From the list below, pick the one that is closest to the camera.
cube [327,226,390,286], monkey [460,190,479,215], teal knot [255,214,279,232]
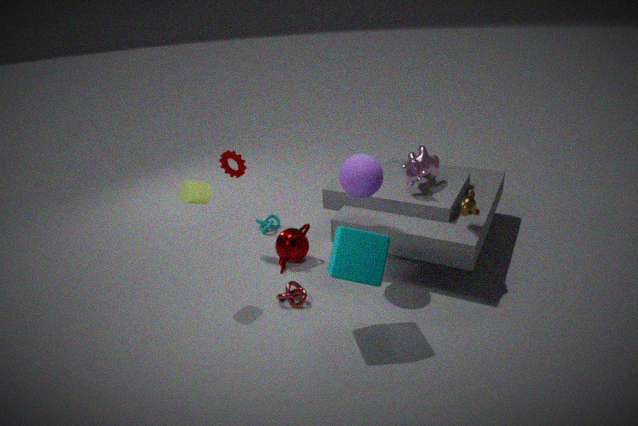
cube [327,226,390,286]
